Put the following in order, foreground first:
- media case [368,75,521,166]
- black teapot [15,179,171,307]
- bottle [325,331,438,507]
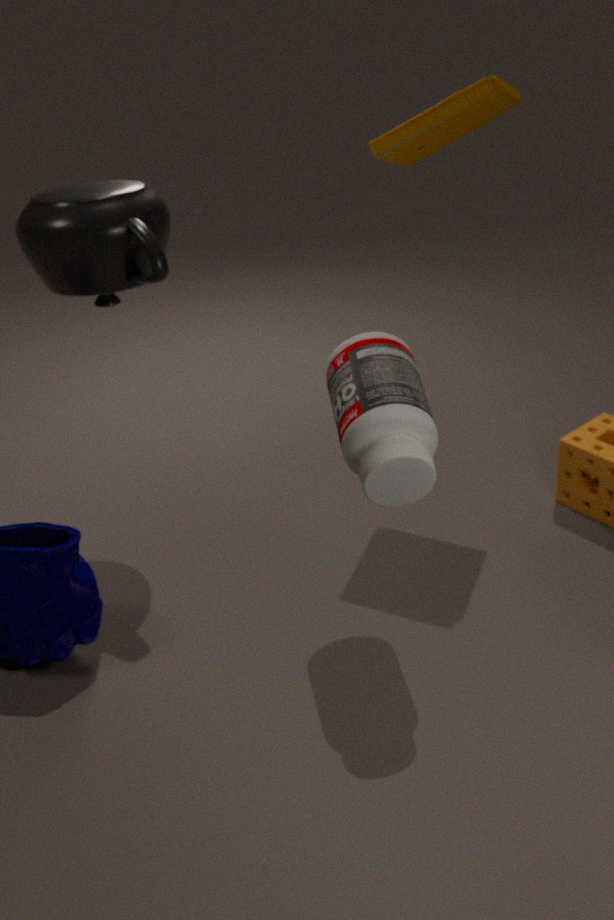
bottle [325,331,438,507]
black teapot [15,179,171,307]
media case [368,75,521,166]
